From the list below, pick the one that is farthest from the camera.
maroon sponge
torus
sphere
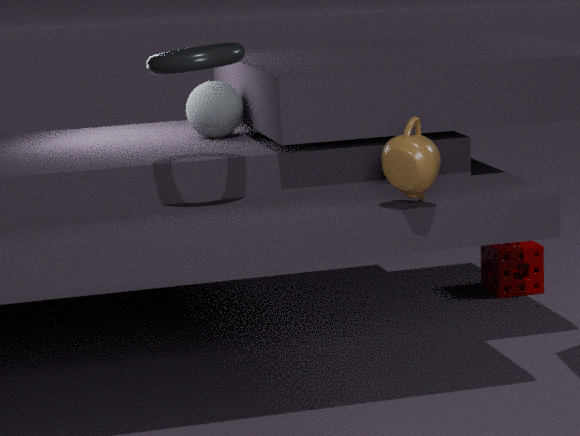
maroon sponge
